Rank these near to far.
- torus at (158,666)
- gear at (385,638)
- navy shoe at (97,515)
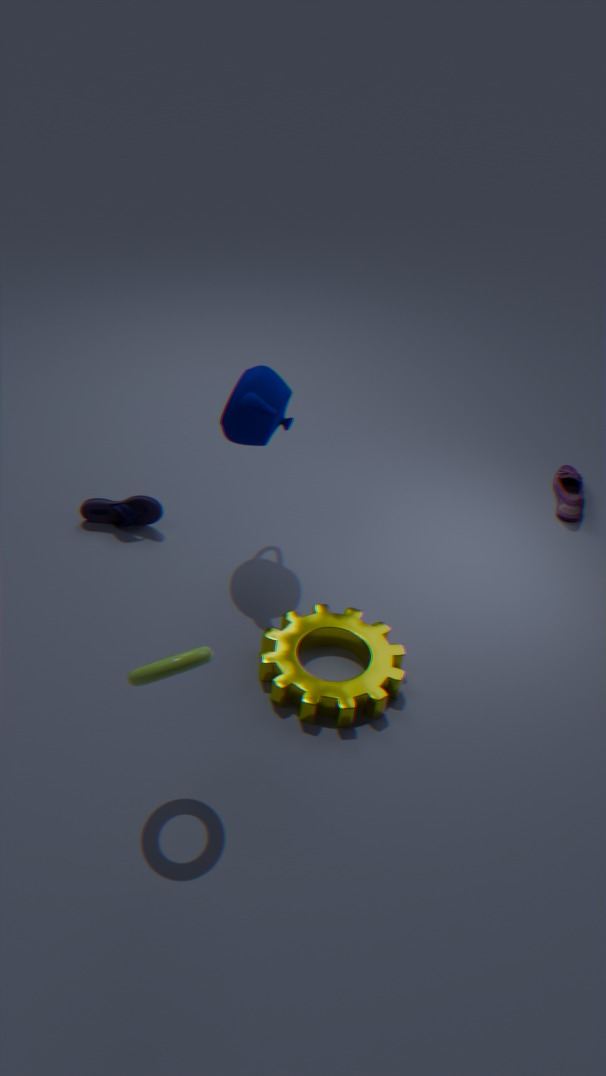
torus at (158,666) < gear at (385,638) < navy shoe at (97,515)
